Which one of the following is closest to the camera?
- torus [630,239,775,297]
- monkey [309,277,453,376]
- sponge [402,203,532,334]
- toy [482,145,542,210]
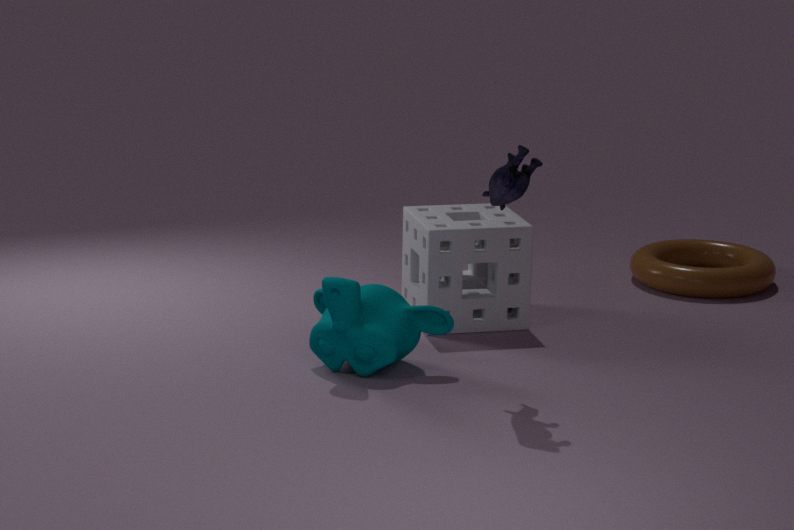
toy [482,145,542,210]
